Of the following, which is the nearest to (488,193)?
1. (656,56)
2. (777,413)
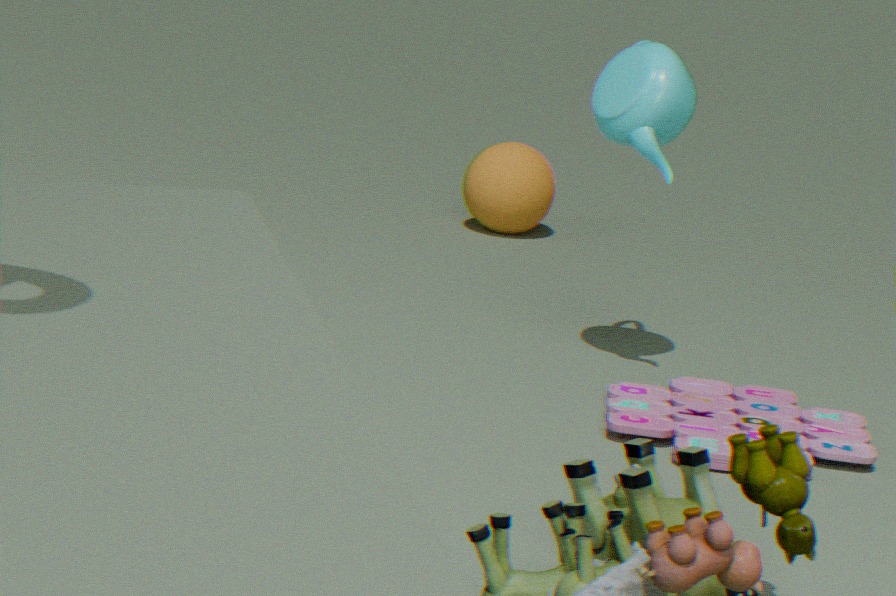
(656,56)
